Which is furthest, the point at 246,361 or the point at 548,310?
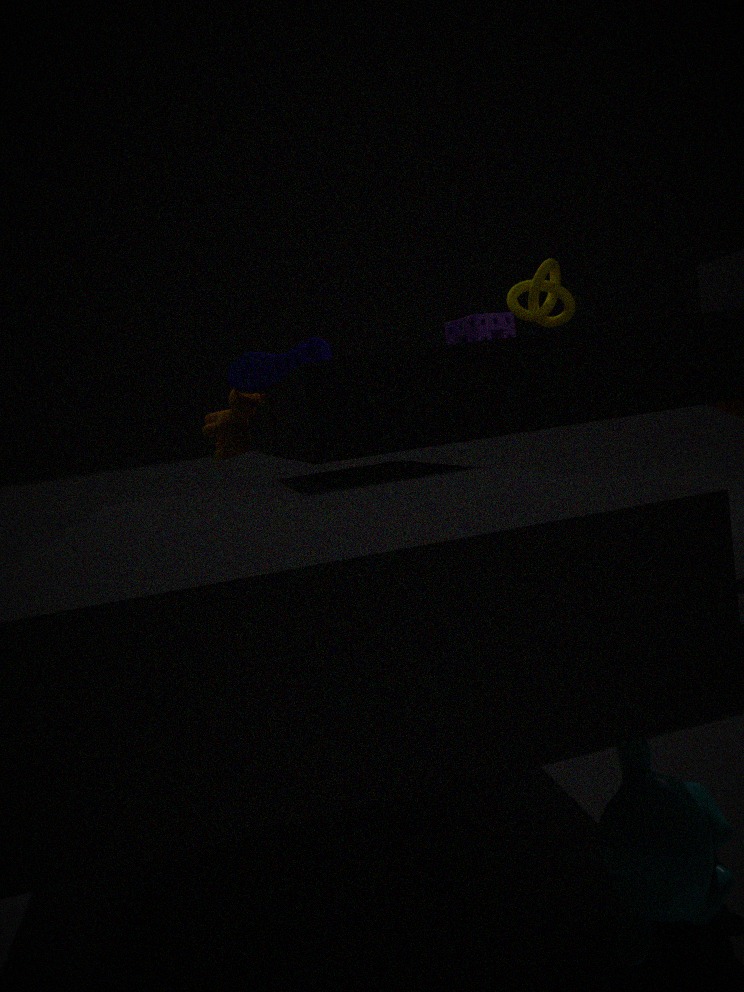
the point at 548,310
